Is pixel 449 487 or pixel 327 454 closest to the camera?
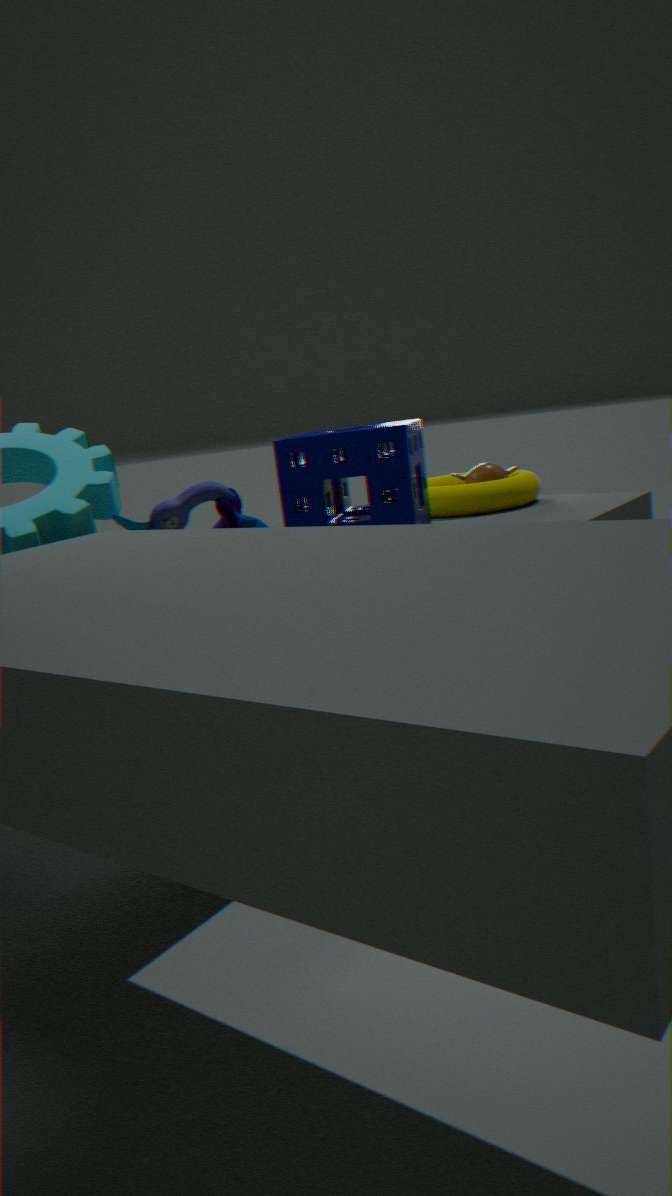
pixel 327 454
